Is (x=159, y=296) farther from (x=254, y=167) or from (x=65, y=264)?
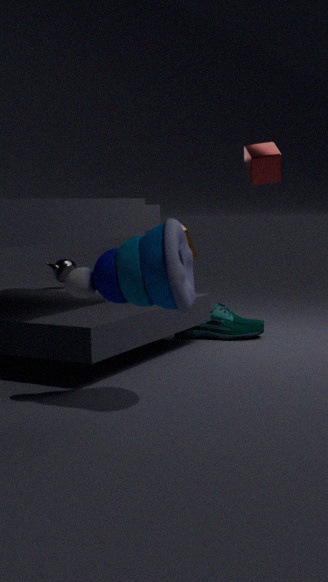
(x=65, y=264)
